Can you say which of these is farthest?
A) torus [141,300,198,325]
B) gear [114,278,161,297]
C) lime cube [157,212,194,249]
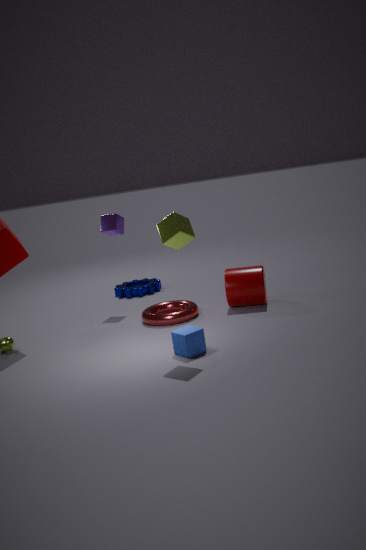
gear [114,278,161,297]
